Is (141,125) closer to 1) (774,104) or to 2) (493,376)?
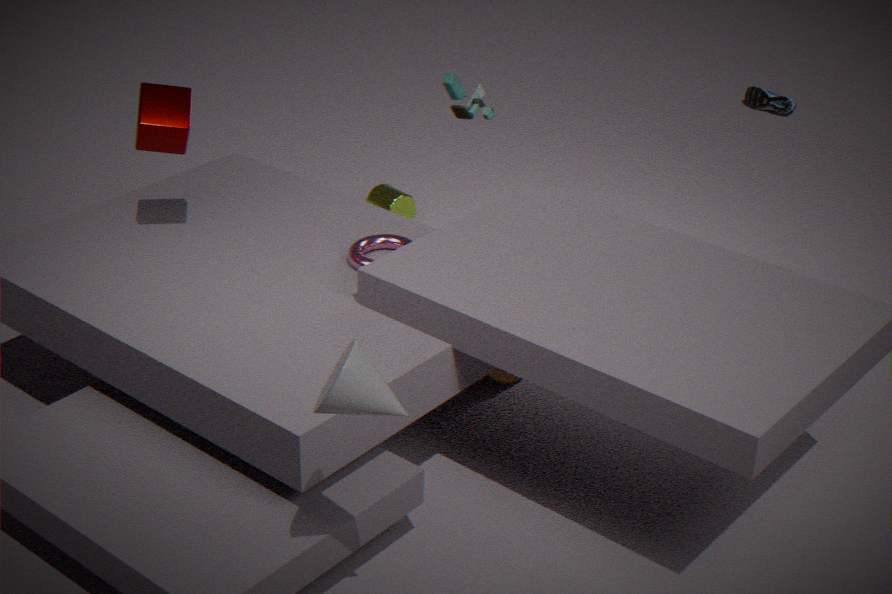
2) (493,376)
